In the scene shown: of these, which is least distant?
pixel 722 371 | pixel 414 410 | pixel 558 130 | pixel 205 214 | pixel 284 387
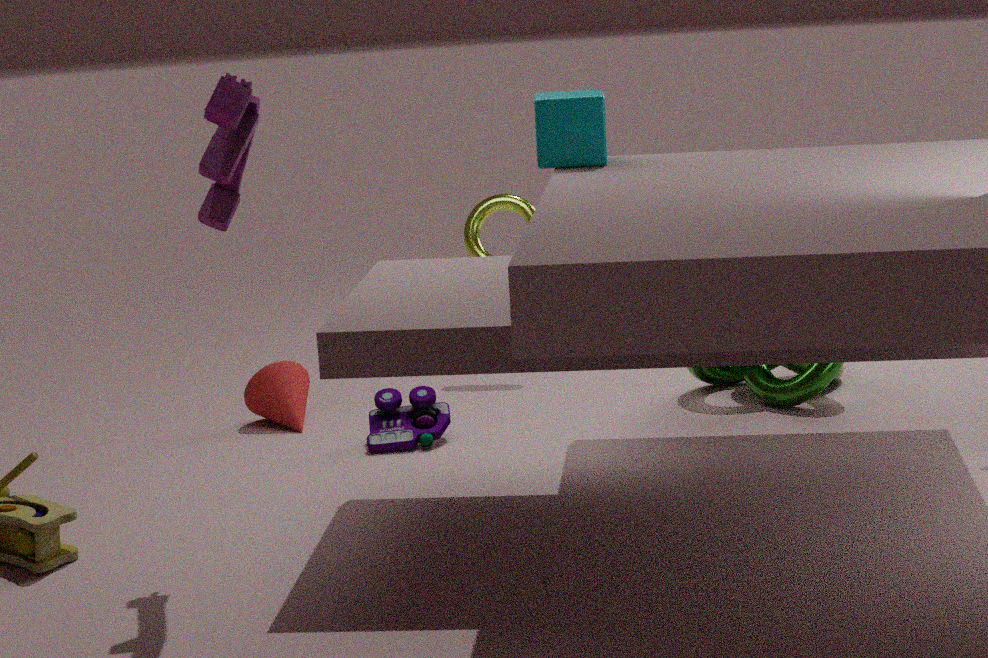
pixel 205 214
